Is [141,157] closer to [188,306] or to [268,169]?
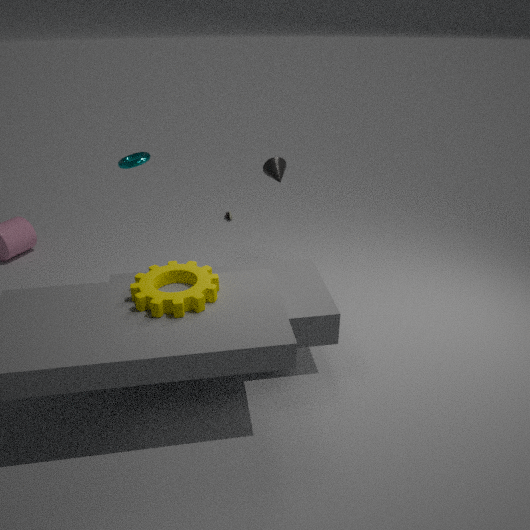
[268,169]
